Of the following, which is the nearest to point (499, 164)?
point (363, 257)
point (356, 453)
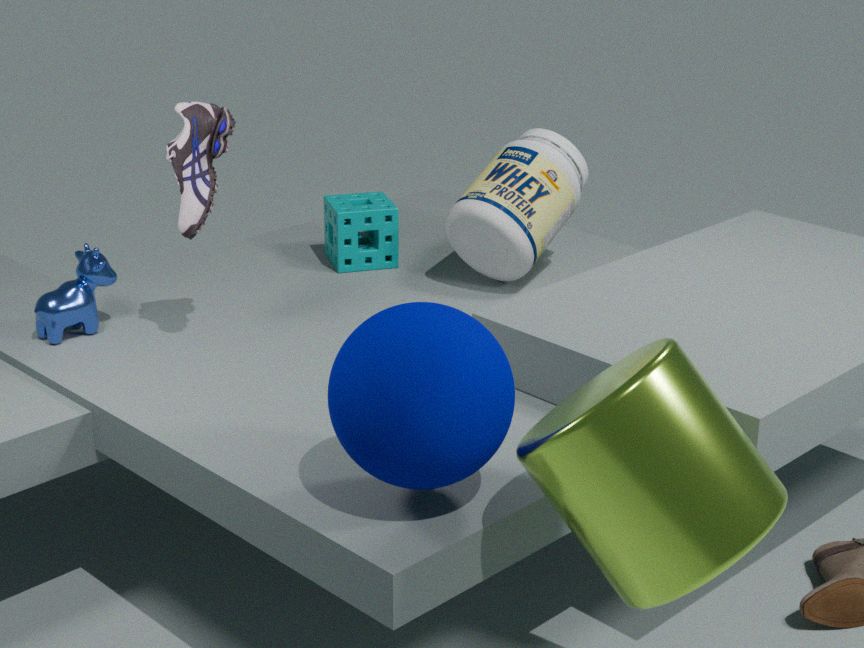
point (363, 257)
